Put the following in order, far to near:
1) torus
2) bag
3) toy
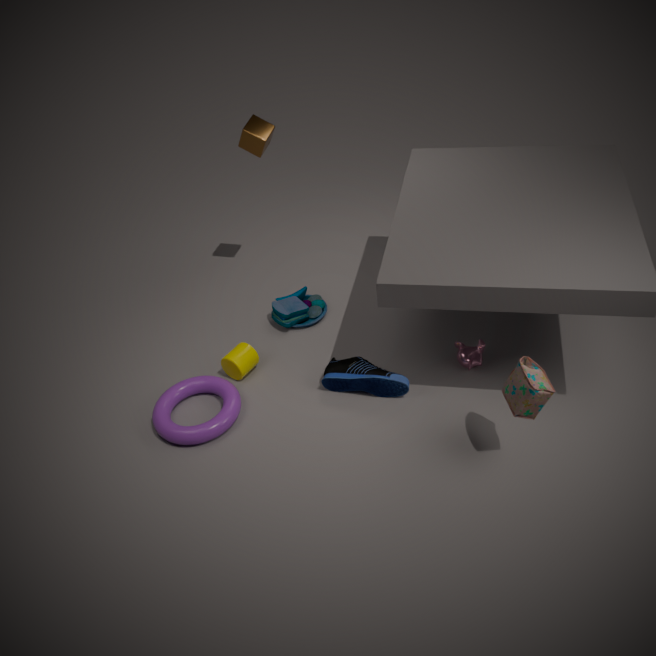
1. 3. toy
2. 1. torus
3. 2. bag
